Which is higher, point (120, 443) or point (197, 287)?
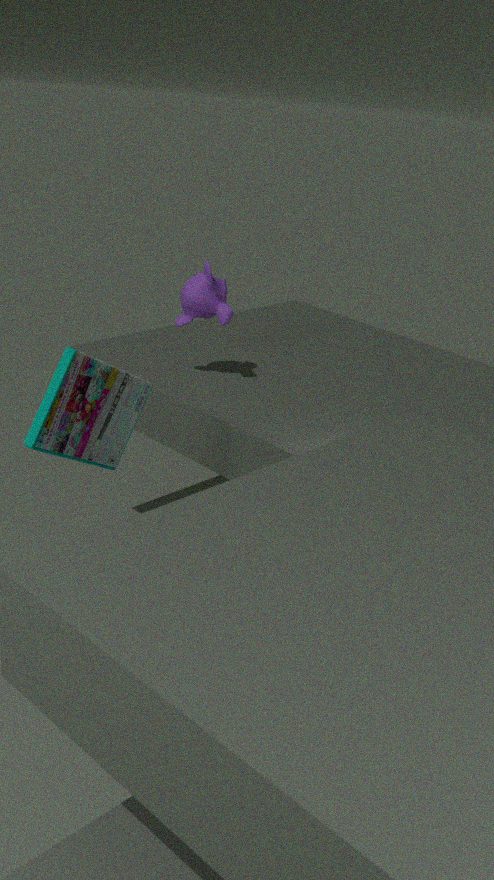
point (197, 287)
